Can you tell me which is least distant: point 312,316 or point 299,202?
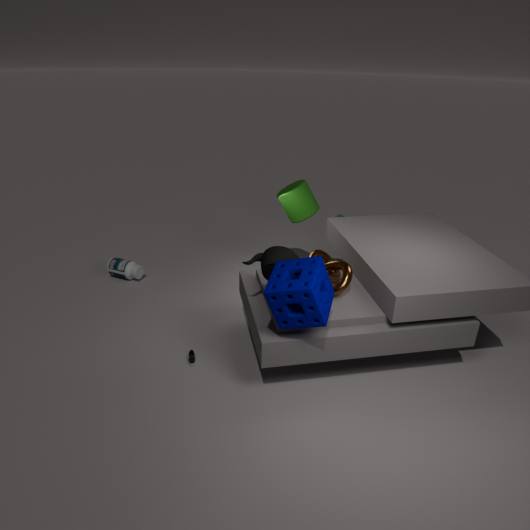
point 312,316
